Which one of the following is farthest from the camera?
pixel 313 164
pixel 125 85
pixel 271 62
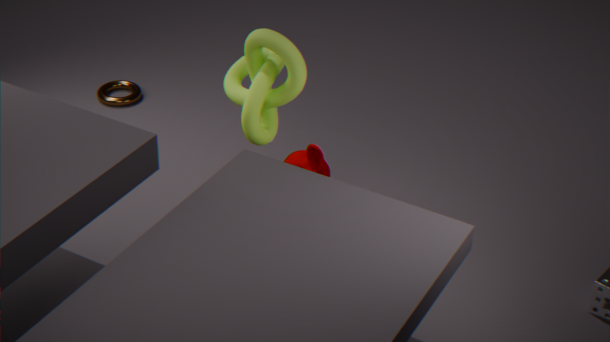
pixel 125 85
